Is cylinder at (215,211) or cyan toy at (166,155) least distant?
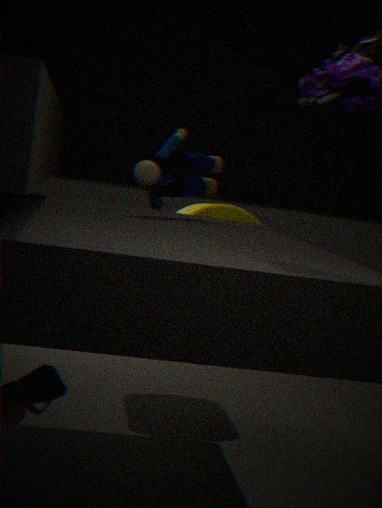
cyan toy at (166,155)
